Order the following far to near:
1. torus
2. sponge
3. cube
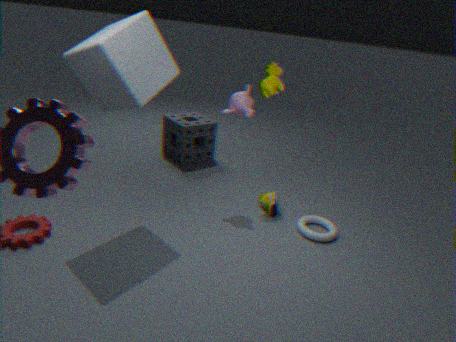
sponge < torus < cube
